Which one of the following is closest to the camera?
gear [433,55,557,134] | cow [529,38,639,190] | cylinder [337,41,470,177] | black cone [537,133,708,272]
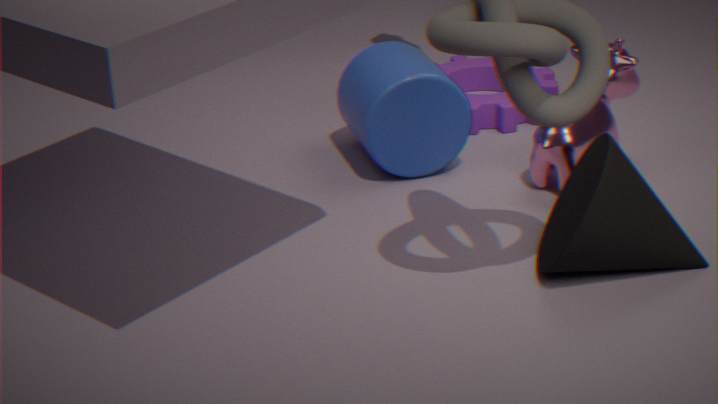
black cone [537,133,708,272]
